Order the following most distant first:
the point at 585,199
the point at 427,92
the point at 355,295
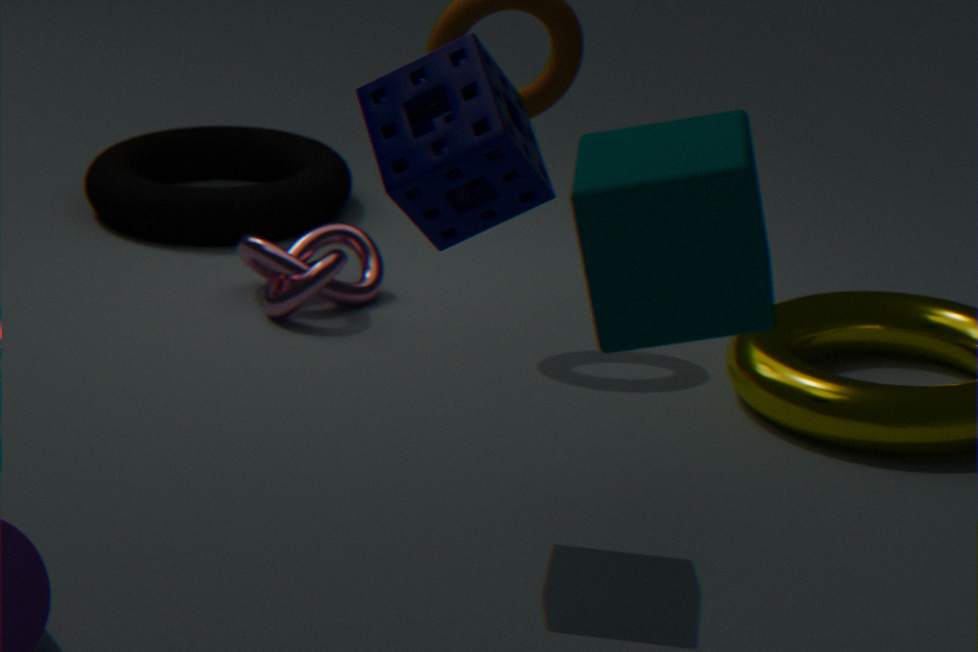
the point at 355,295, the point at 427,92, the point at 585,199
